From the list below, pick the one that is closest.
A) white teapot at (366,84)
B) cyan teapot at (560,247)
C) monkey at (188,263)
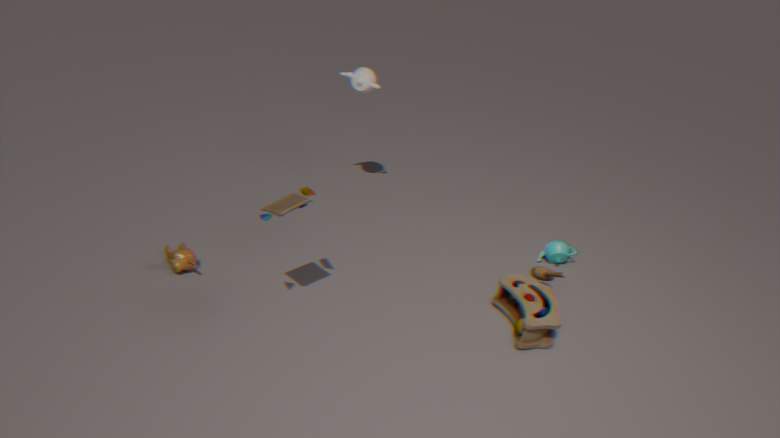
monkey at (188,263)
